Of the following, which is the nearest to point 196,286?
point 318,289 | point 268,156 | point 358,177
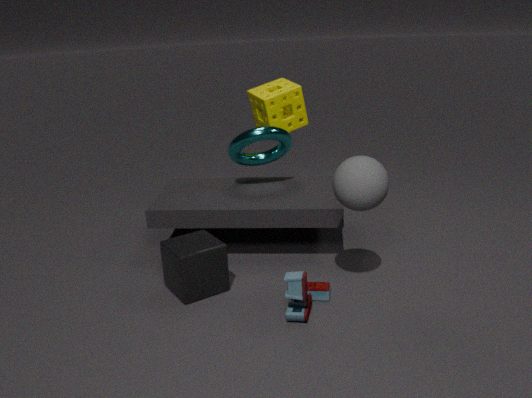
point 318,289
